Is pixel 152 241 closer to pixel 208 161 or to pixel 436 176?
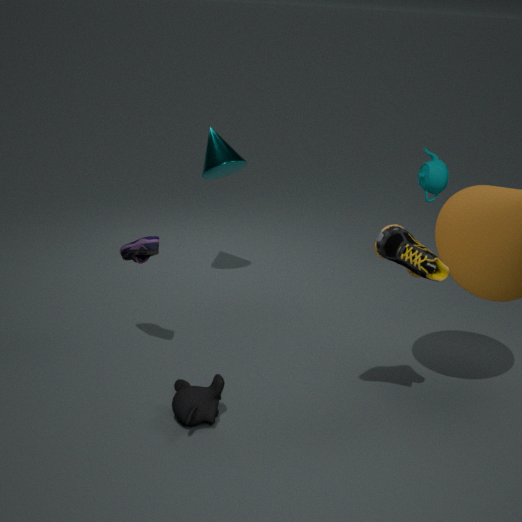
pixel 208 161
